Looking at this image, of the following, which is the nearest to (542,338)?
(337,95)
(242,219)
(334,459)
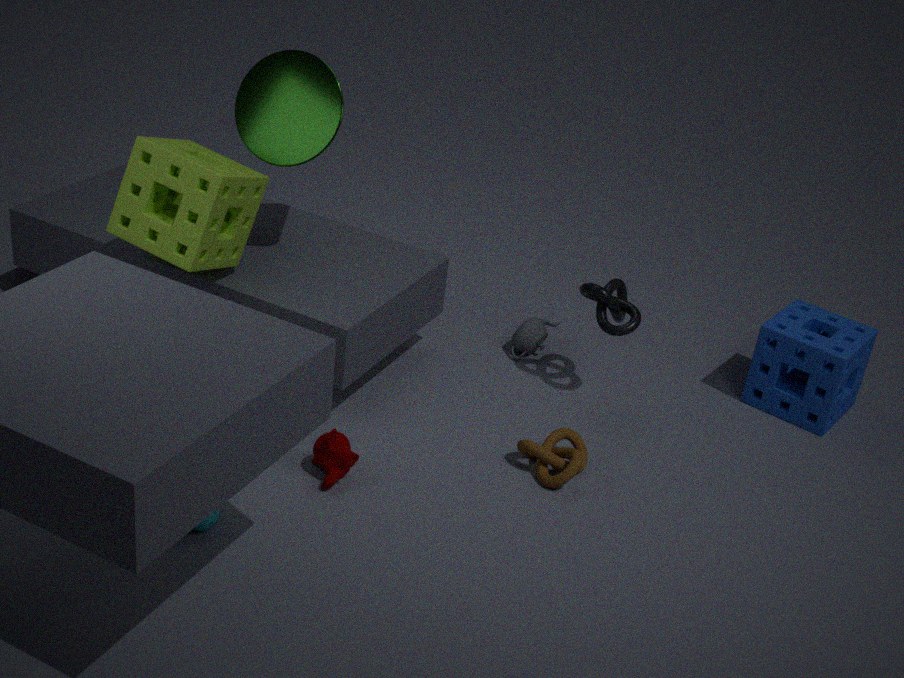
(334,459)
